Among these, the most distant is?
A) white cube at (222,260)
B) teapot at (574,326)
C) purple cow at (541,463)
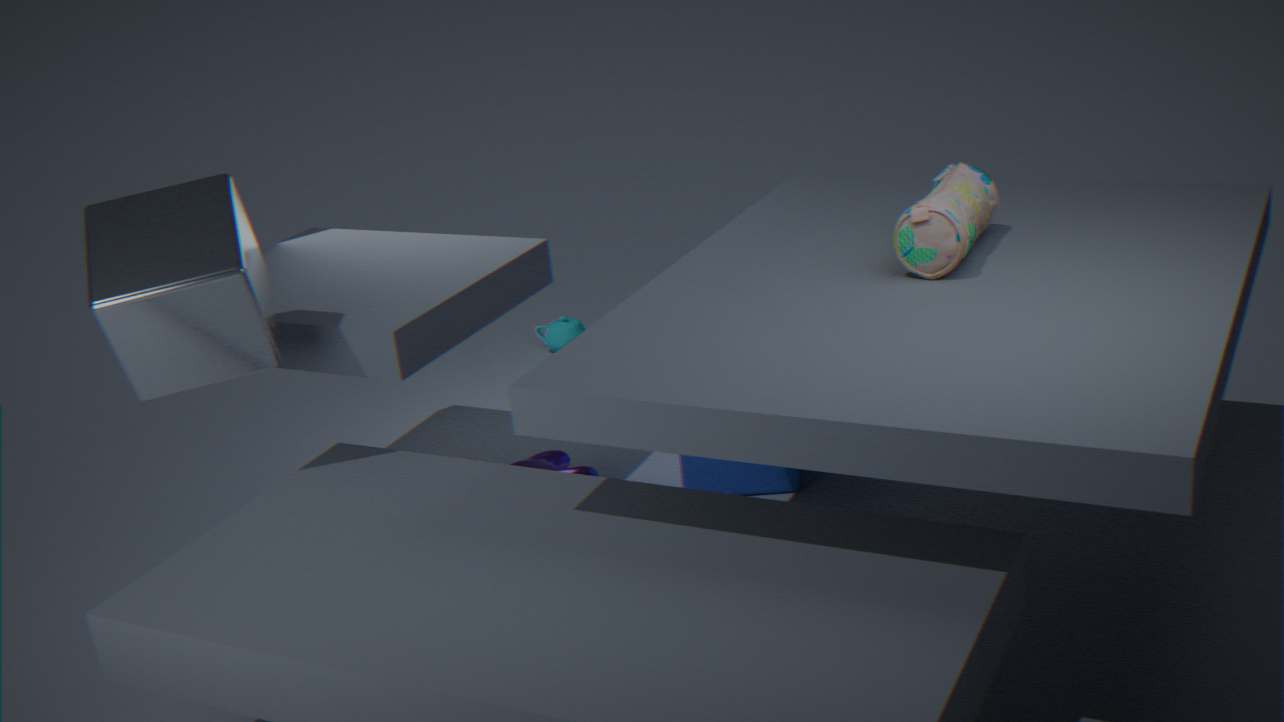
teapot at (574,326)
